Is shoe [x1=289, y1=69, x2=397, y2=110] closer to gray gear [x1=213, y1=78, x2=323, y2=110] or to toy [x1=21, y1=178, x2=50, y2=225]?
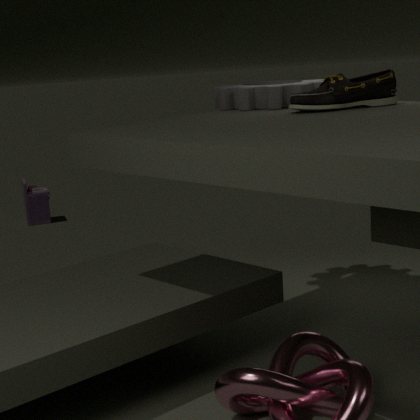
gray gear [x1=213, y1=78, x2=323, y2=110]
